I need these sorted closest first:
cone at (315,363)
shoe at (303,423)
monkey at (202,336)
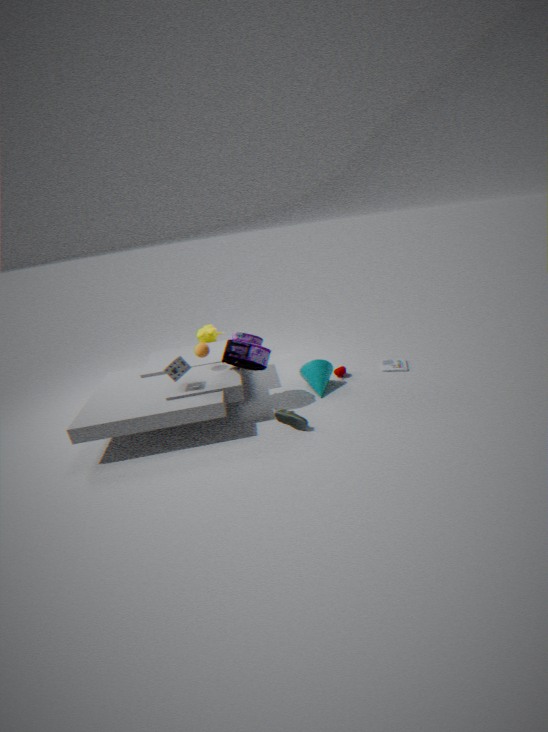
shoe at (303,423), cone at (315,363), monkey at (202,336)
